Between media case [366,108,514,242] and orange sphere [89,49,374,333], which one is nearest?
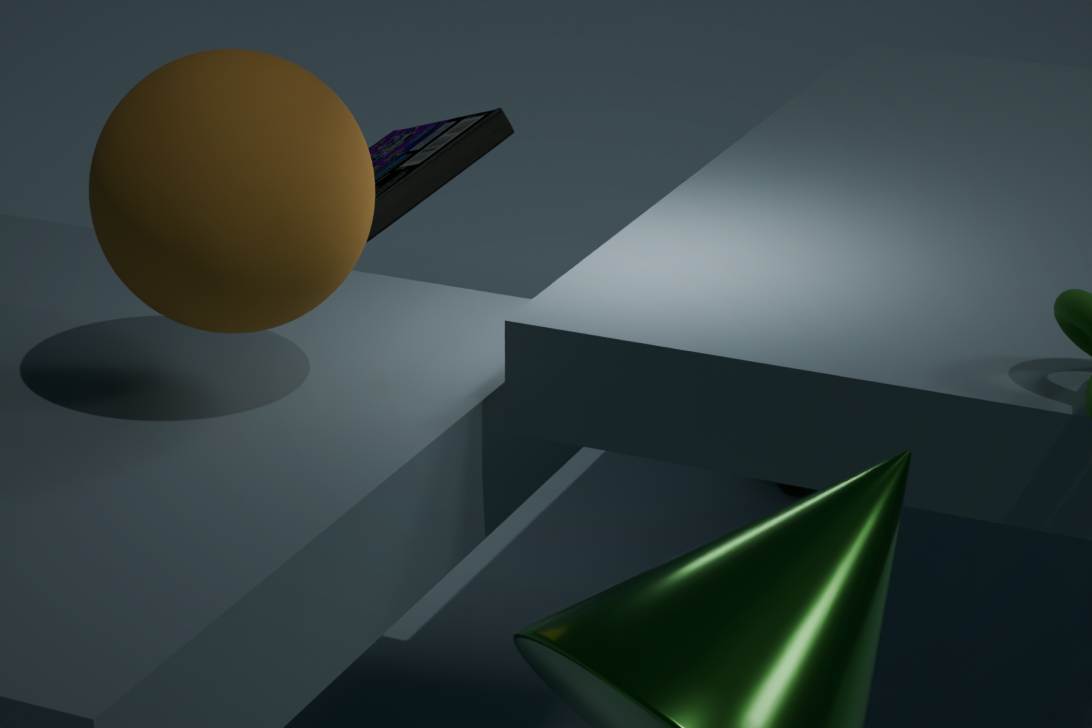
orange sphere [89,49,374,333]
